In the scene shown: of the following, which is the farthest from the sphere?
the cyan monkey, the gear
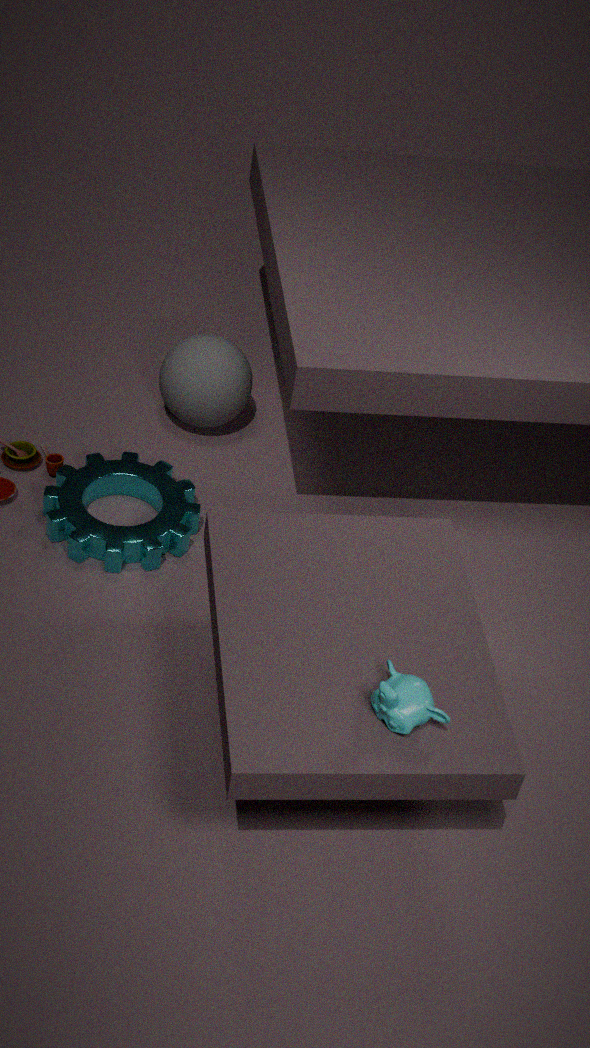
the cyan monkey
